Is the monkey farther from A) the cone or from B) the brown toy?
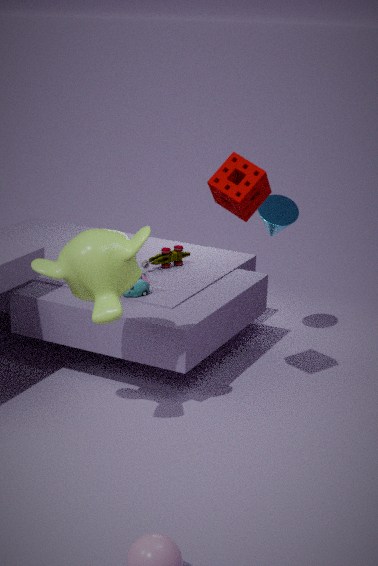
A) the cone
